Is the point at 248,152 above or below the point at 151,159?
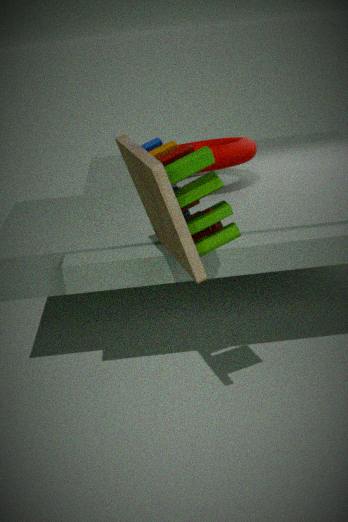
below
